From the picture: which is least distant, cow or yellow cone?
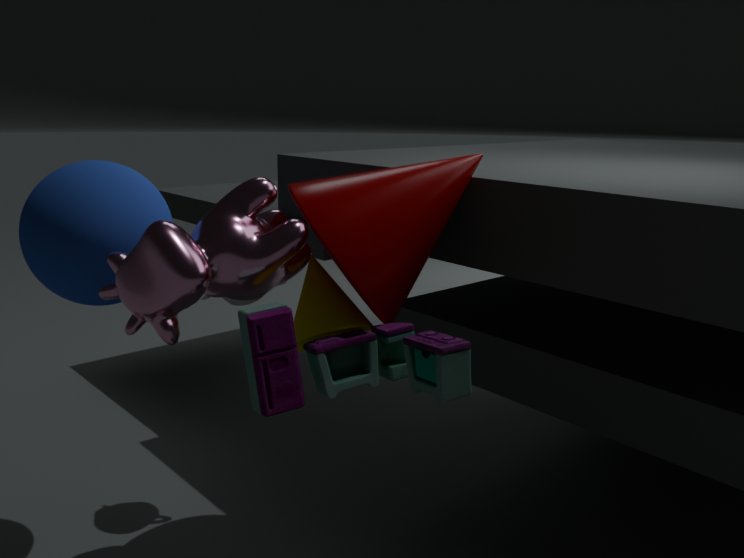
cow
